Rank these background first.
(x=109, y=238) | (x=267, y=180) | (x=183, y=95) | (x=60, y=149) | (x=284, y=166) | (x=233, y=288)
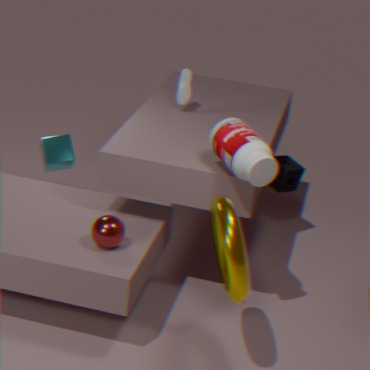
(x=284, y=166) → (x=183, y=95) → (x=60, y=149) → (x=109, y=238) → (x=267, y=180) → (x=233, y=288)
